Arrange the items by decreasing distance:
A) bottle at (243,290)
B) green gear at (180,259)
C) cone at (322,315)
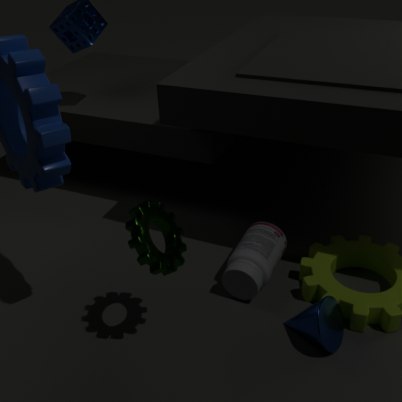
bottle at (243,290) < cone at (322,315) < green gear at (180,259)
